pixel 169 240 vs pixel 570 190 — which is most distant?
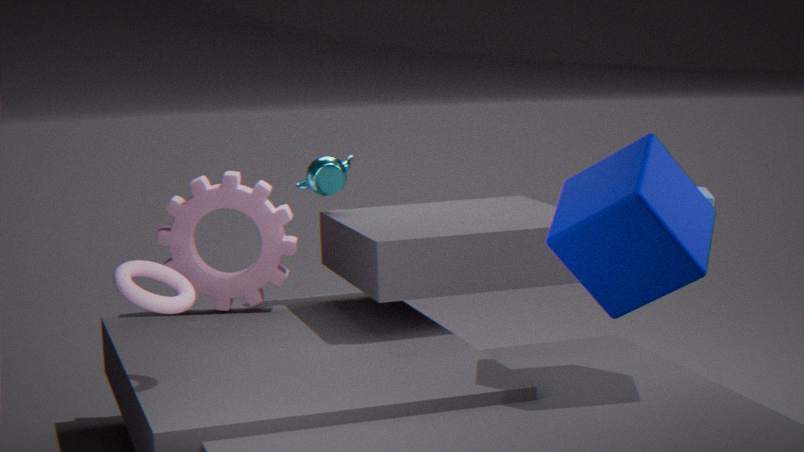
pixel 169 240
